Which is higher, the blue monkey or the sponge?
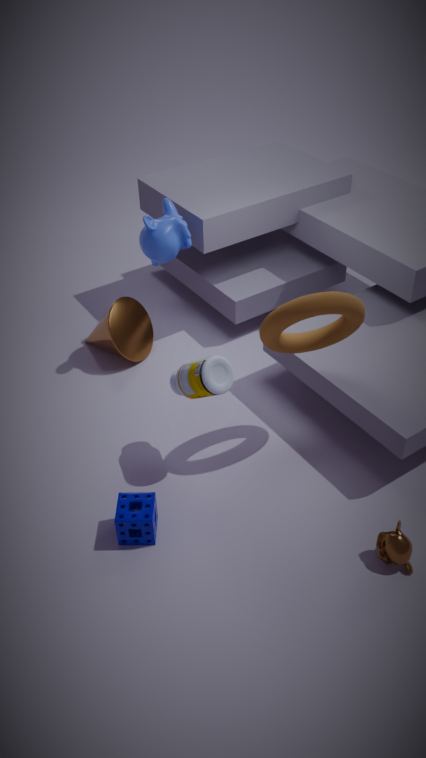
the blue monkey
